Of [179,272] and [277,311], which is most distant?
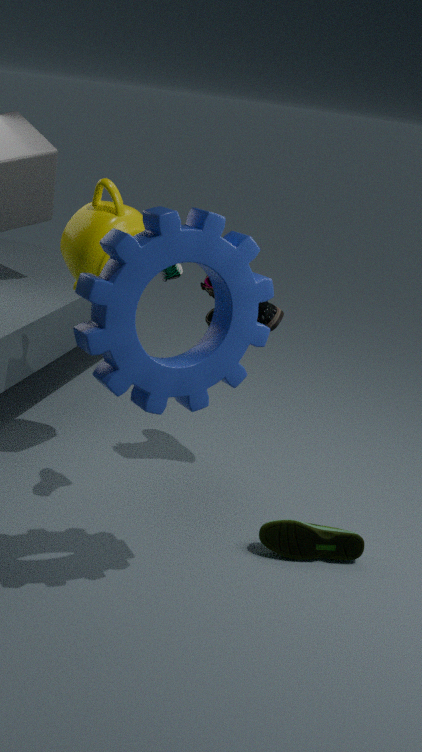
[277,311]
